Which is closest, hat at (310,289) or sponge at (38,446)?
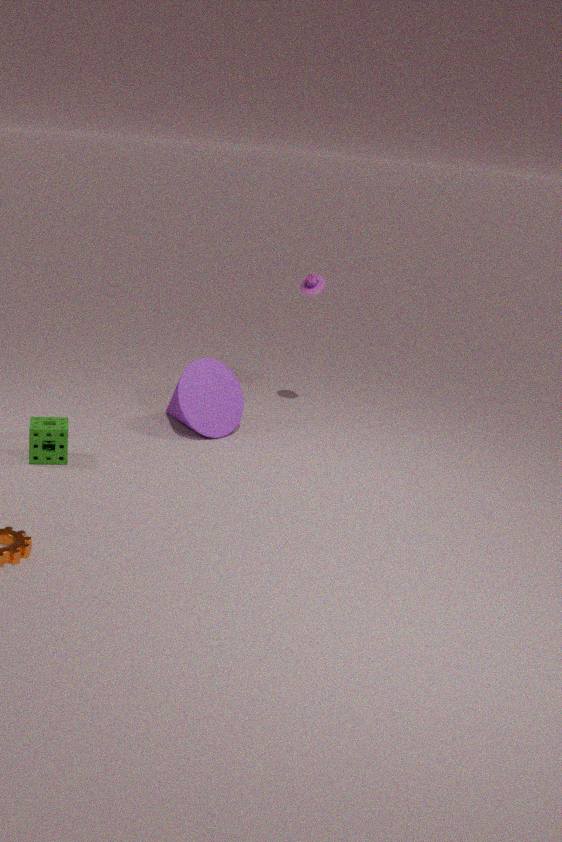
sponge at (38,446)
